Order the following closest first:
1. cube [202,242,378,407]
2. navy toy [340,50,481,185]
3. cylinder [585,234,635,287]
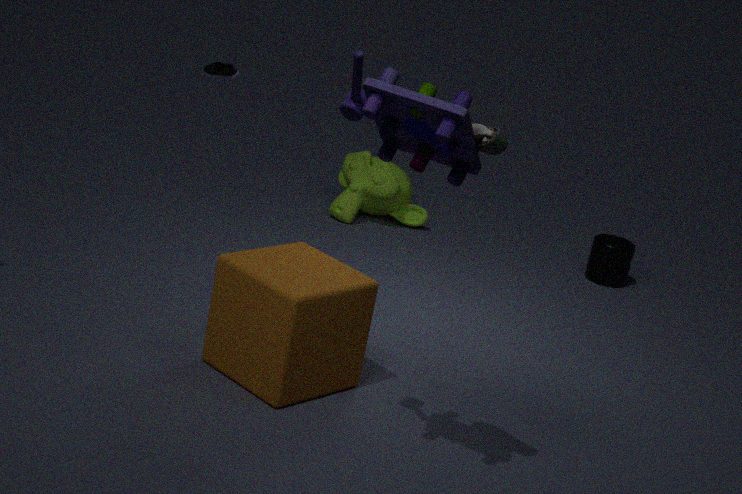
1. navy toy [340,50,481,185]
2. cube [202,242,378,407]
3. cylinder [585,234,635,287]
